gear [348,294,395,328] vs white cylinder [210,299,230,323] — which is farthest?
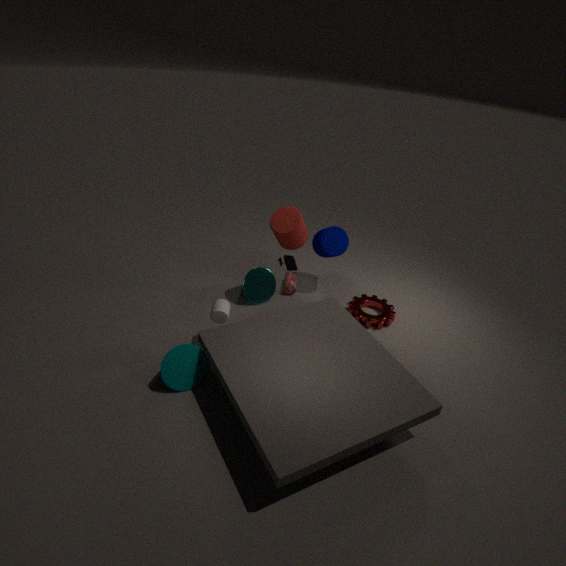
gear [348,294,395,328]
